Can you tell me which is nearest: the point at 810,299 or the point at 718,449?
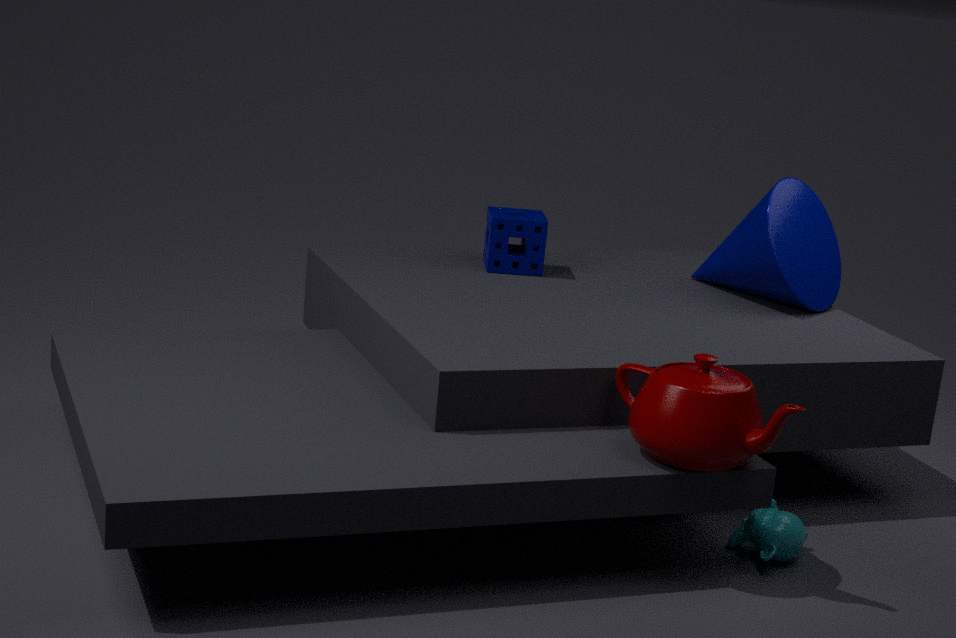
the point at 718,449
